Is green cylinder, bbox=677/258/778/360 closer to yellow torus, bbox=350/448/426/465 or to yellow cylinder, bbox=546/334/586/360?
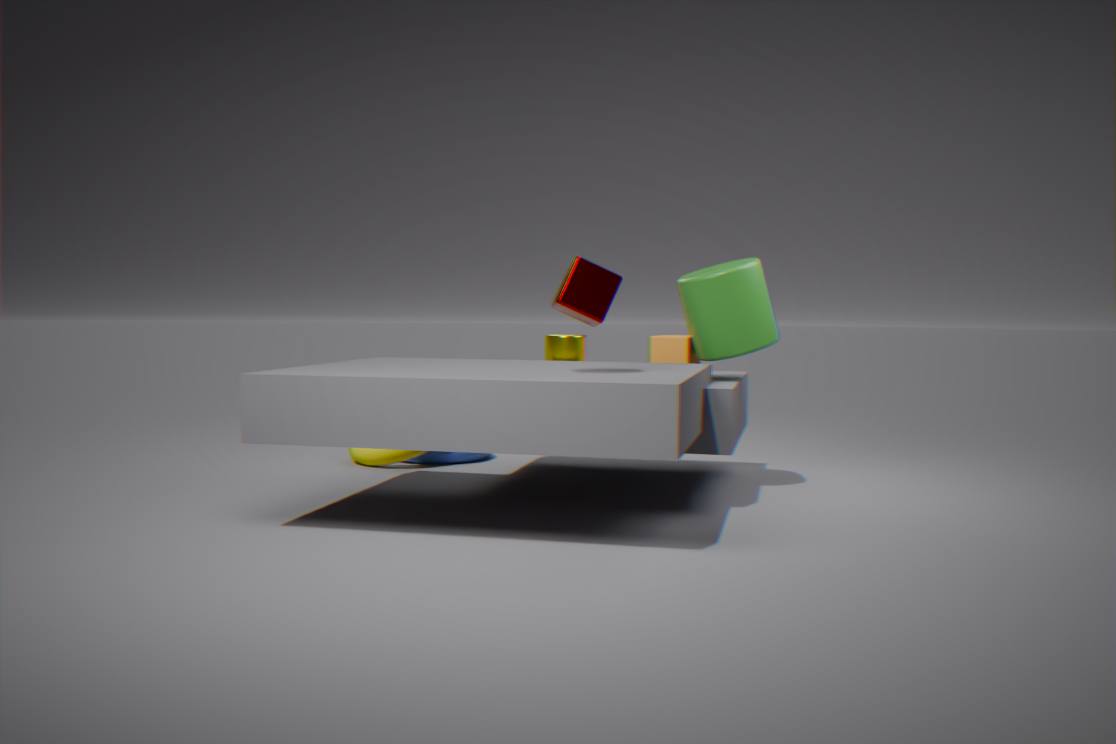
yellow cylinder, bbox=546/334/586/360
